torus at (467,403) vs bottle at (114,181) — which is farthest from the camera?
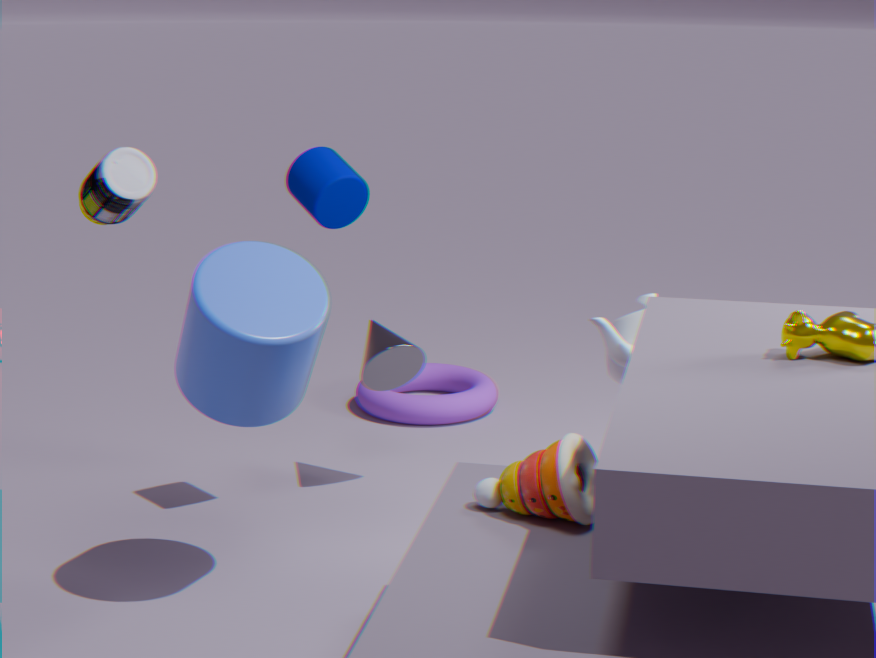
torus at (467,403)
